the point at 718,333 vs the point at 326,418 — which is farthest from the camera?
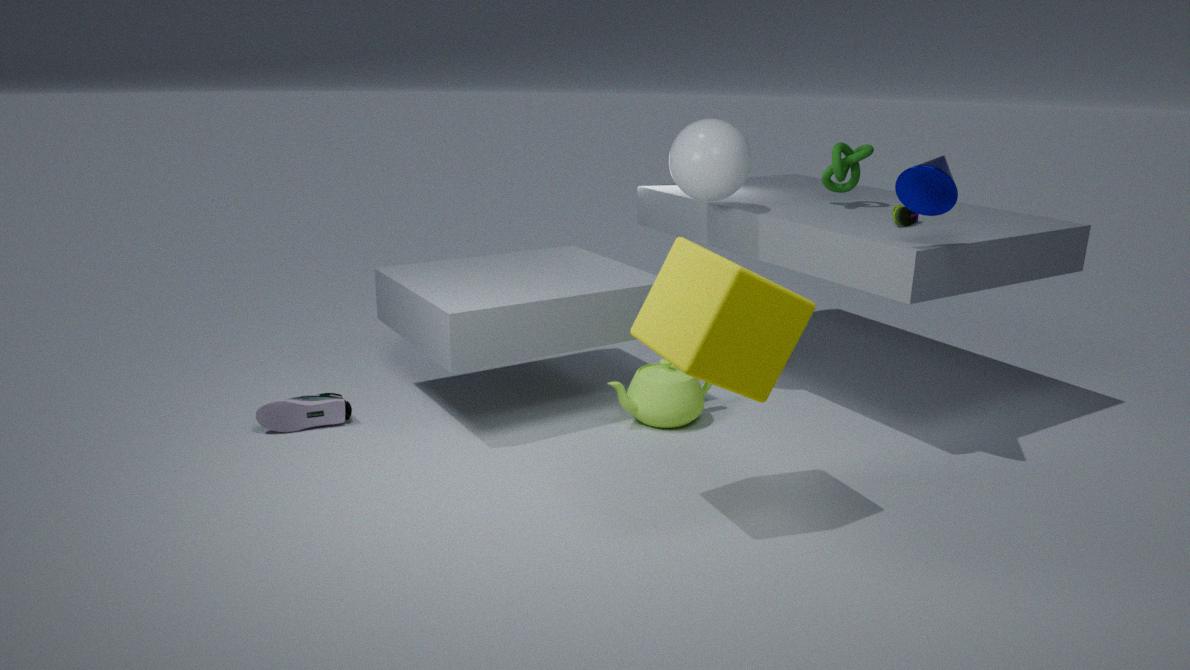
the point at 326,418
